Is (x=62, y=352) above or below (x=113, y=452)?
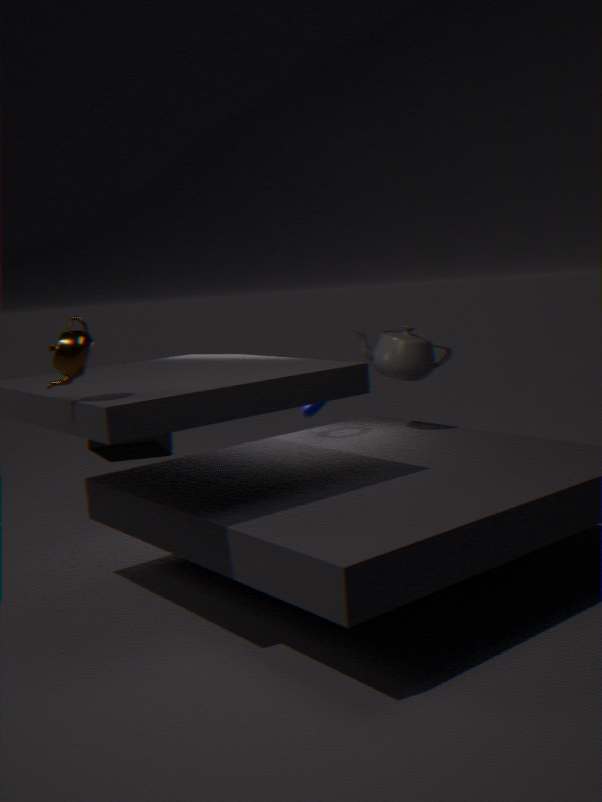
above
